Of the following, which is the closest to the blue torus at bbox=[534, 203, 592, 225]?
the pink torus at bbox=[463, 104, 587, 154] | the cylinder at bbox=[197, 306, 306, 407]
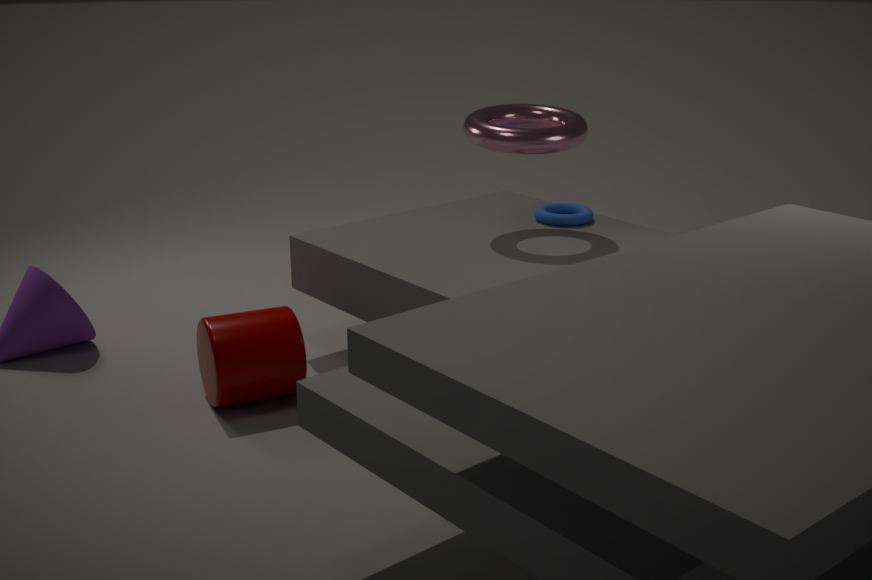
the pink torus at bbox=[463, 104, 587, 154]
